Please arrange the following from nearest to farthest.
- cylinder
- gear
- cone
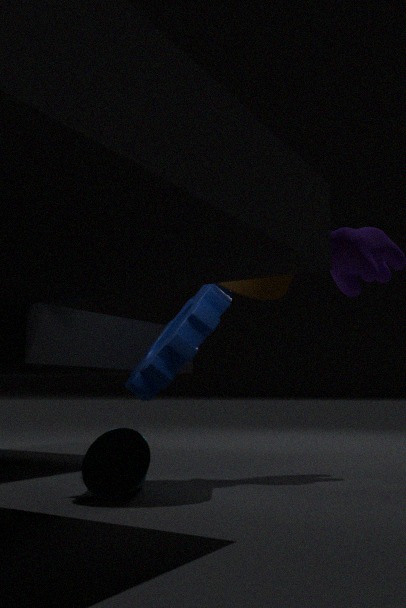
1. cone
2. gear
3. cylinder
